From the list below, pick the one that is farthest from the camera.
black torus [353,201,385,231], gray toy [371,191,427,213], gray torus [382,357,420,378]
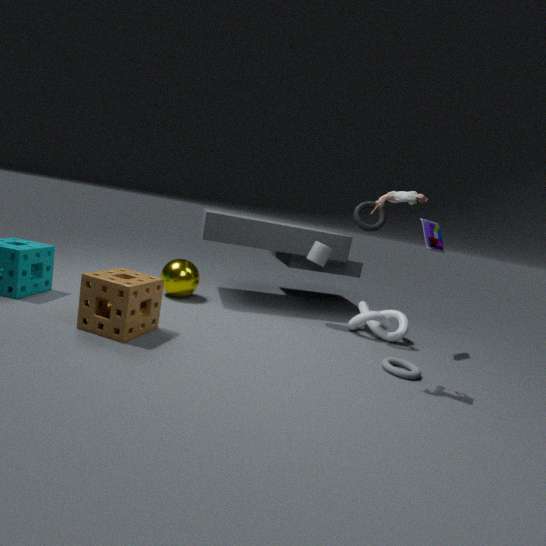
black torus [353,201,385,231]
